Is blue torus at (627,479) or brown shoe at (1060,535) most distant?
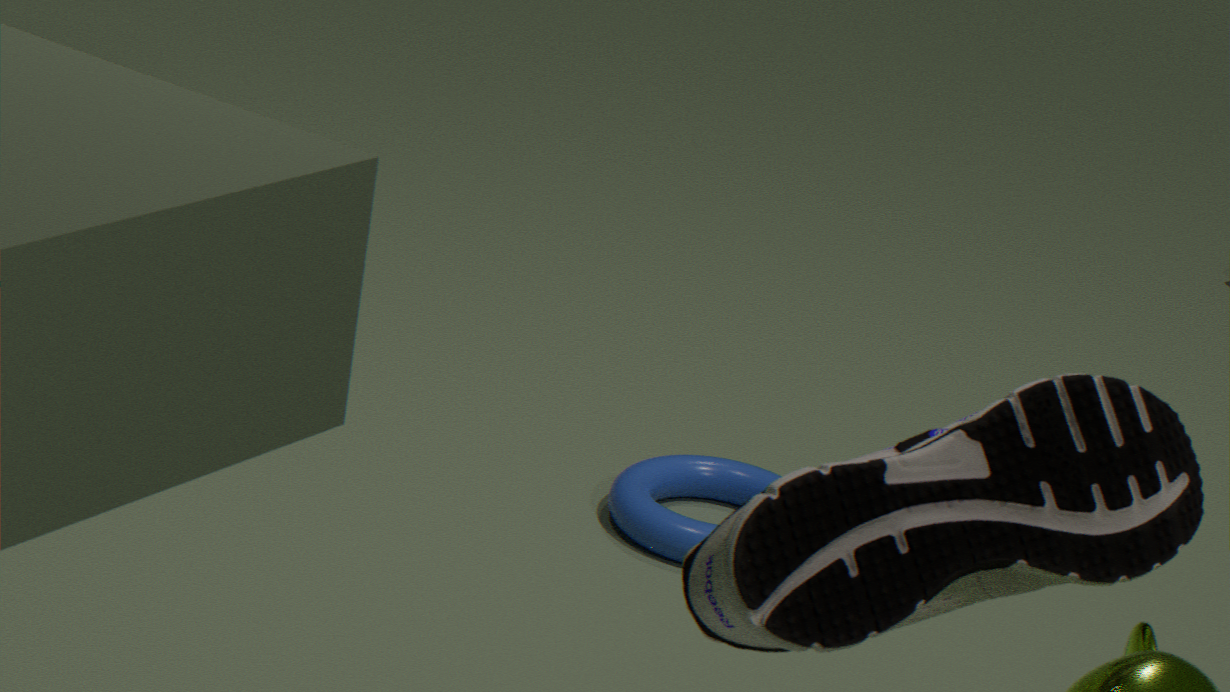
blue torus at (627,479)
